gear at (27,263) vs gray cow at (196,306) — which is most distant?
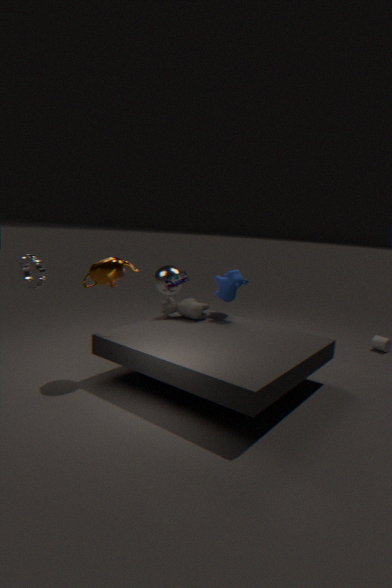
gray cow at (196,306)
